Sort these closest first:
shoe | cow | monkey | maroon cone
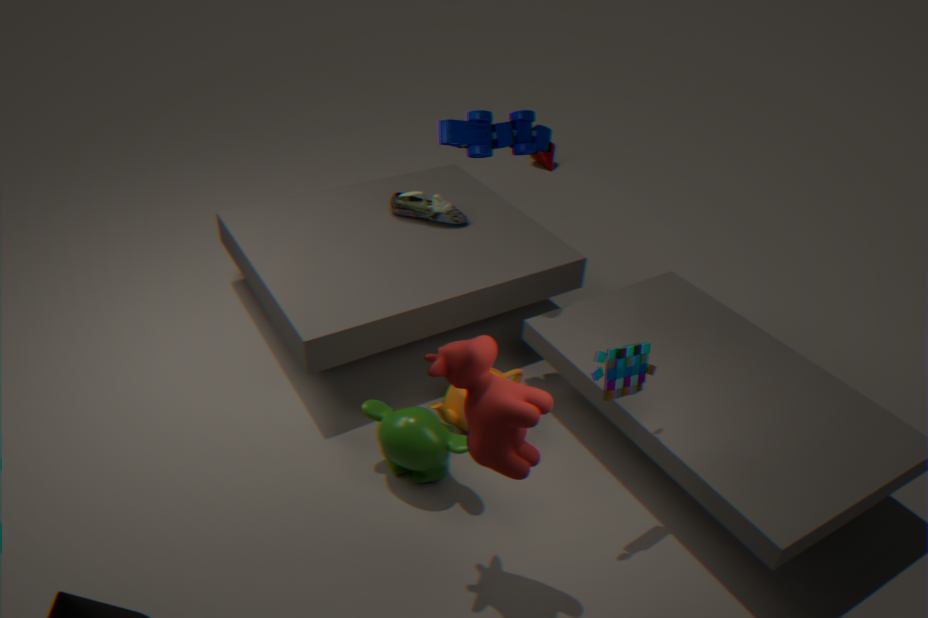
cow → monkey → shoe → maroon cone
